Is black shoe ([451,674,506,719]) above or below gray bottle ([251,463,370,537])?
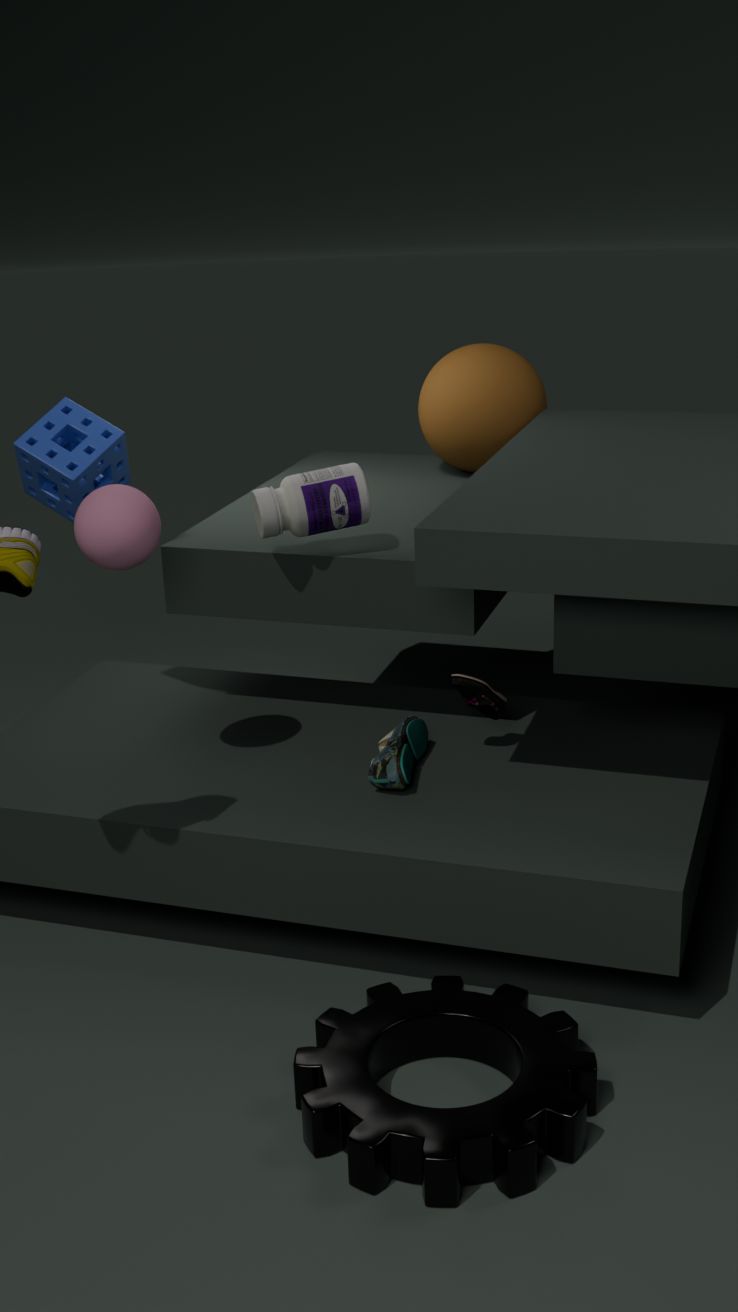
below
